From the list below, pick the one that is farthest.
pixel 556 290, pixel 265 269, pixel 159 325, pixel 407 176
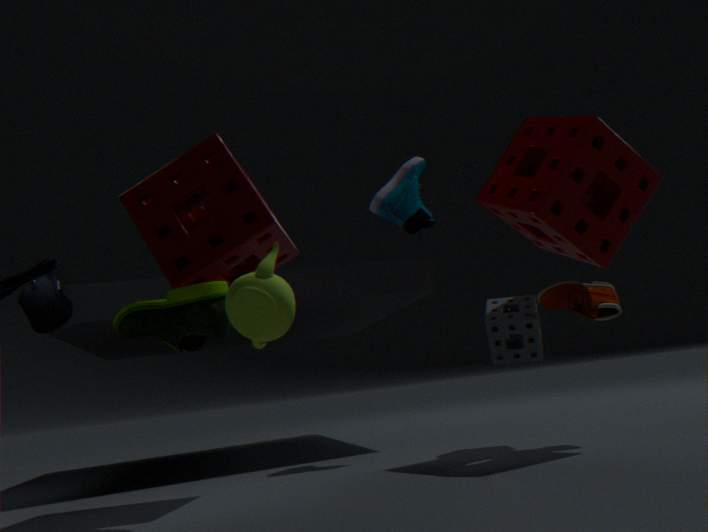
pixel 407 176
